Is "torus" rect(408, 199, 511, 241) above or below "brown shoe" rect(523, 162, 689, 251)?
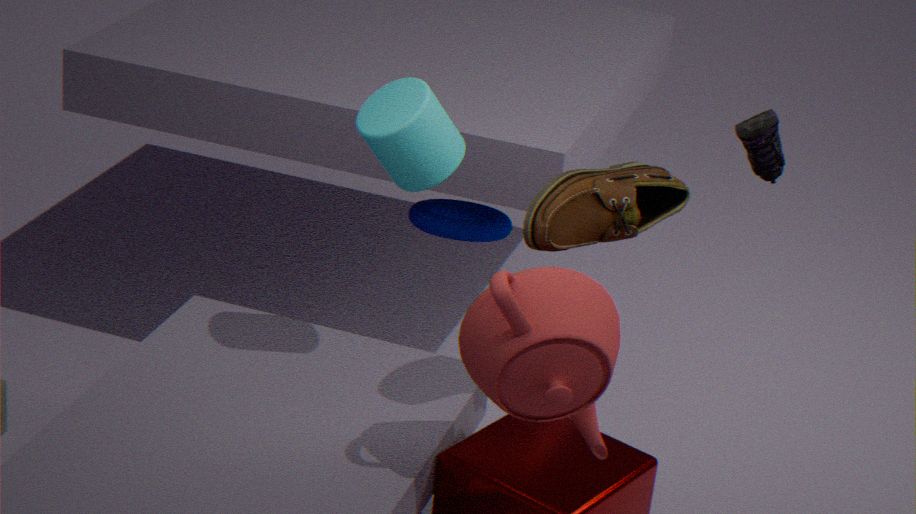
below
